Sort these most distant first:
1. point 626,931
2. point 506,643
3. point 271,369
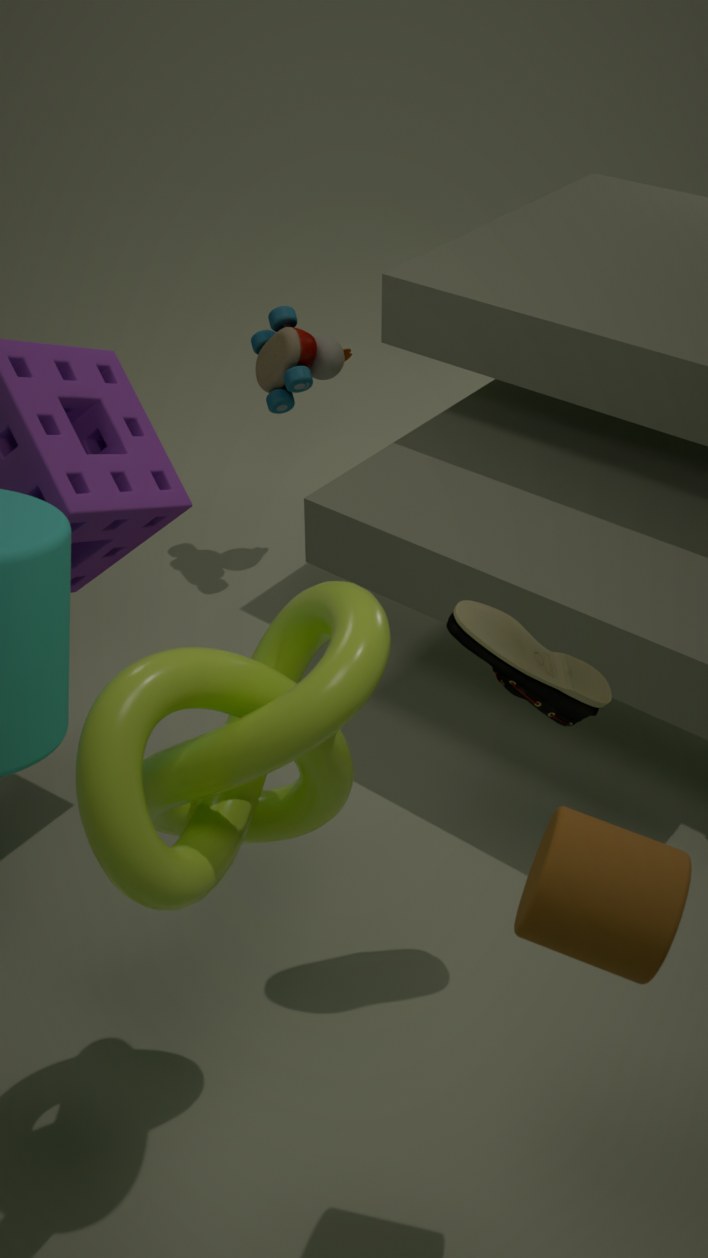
point 271,369, point 506,643, point 626,931
